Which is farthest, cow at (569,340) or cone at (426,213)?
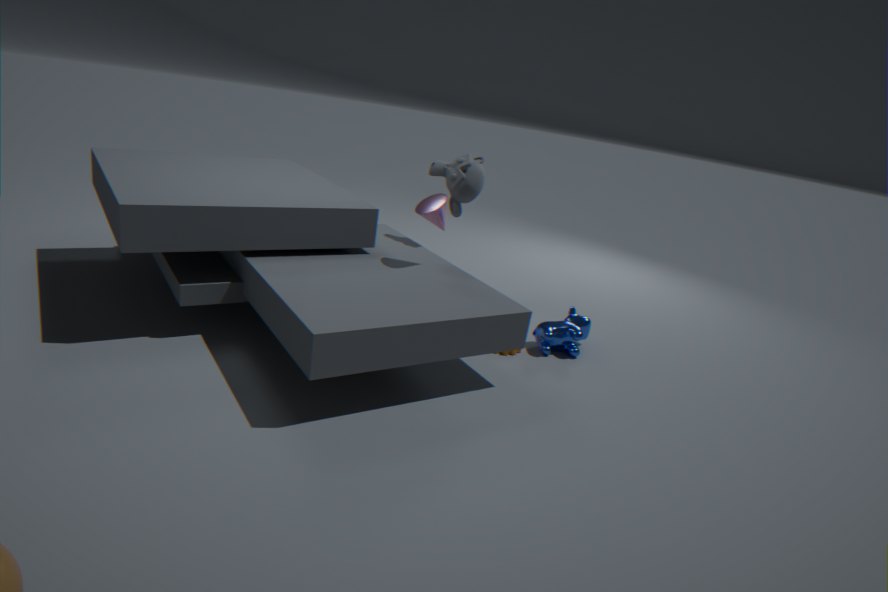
cow at (569,340)
